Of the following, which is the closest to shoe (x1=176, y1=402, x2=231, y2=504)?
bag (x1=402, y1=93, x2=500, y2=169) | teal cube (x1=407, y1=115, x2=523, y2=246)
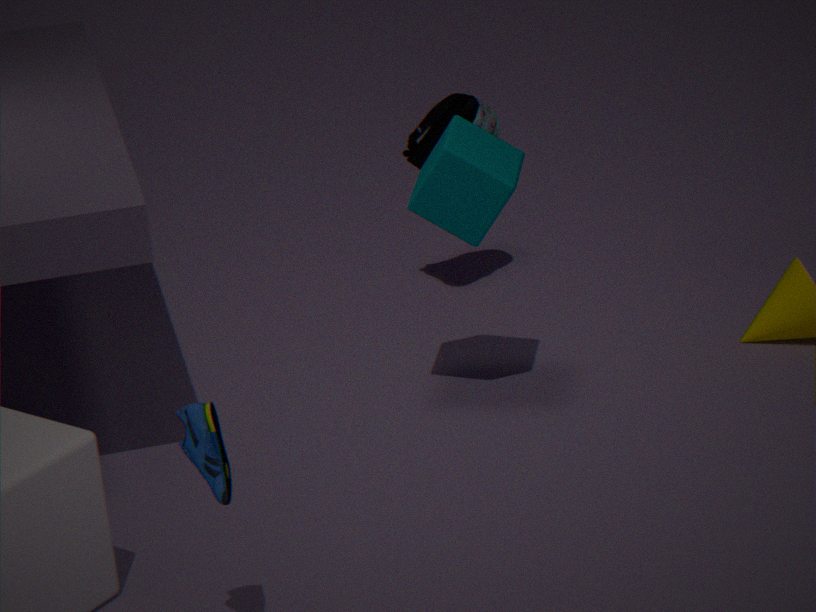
teal cube (x1=407, y1=115, x2=523, y2=246)
